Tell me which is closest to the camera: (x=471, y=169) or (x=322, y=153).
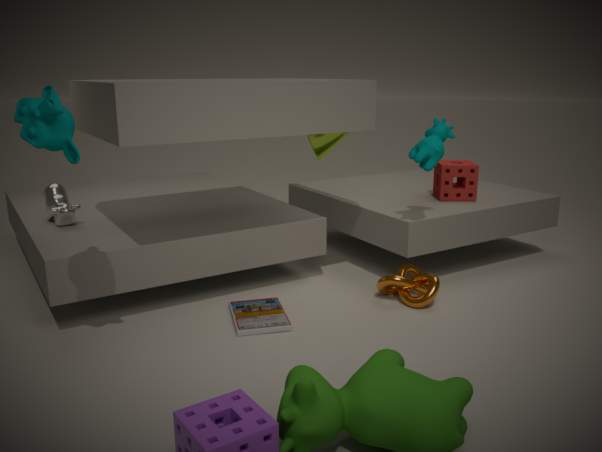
(x=471, y=169)
